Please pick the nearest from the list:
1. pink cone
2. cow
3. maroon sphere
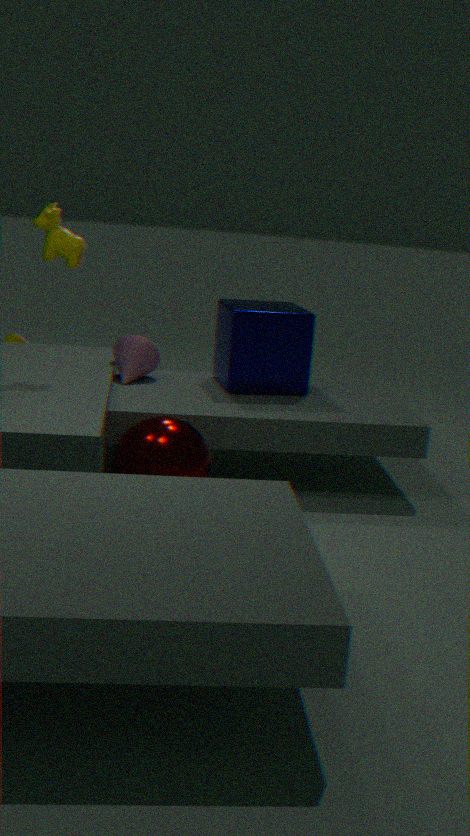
maroon sphere
